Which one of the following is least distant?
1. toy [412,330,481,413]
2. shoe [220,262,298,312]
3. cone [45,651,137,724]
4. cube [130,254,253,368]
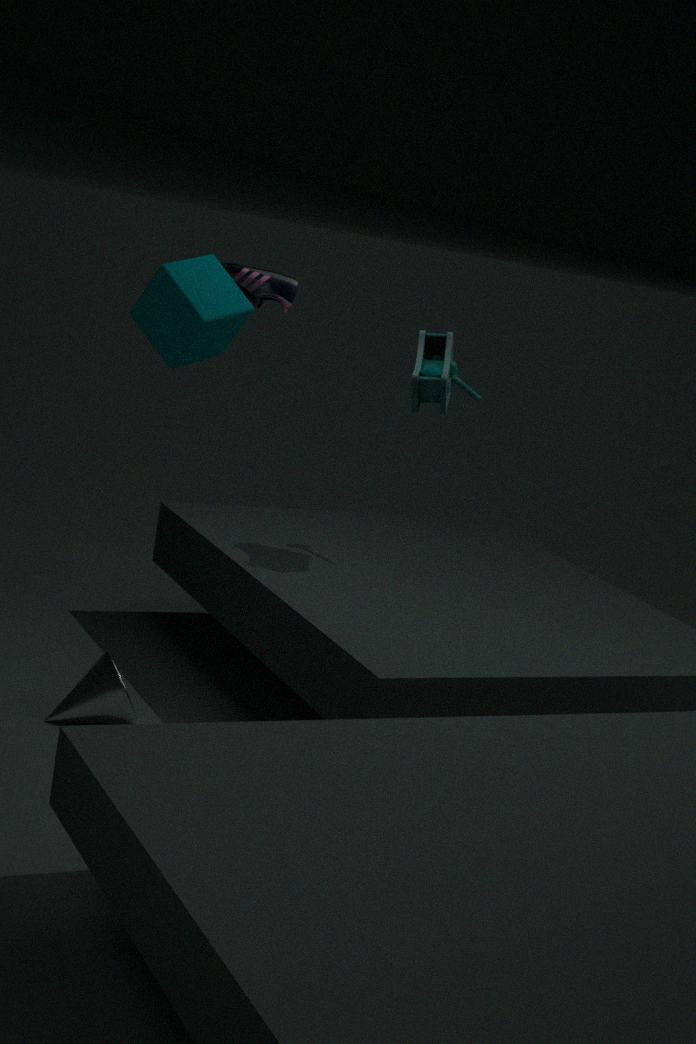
cube [130,254,253,368]
